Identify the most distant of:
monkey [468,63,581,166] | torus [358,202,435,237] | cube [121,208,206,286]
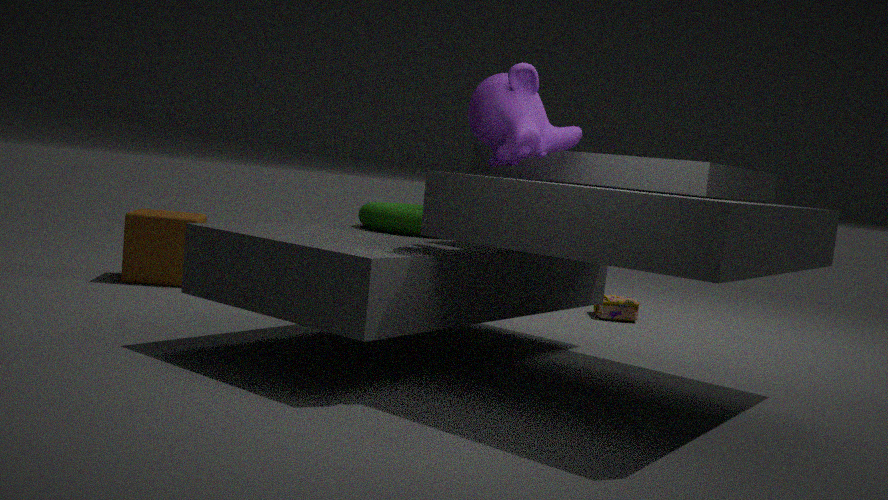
cube [121,208,206,286]
